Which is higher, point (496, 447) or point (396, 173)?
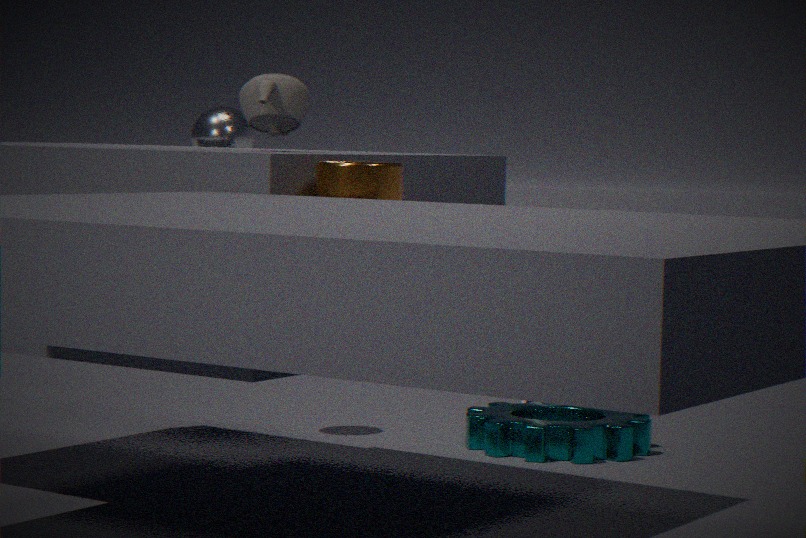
point (396, 173)
